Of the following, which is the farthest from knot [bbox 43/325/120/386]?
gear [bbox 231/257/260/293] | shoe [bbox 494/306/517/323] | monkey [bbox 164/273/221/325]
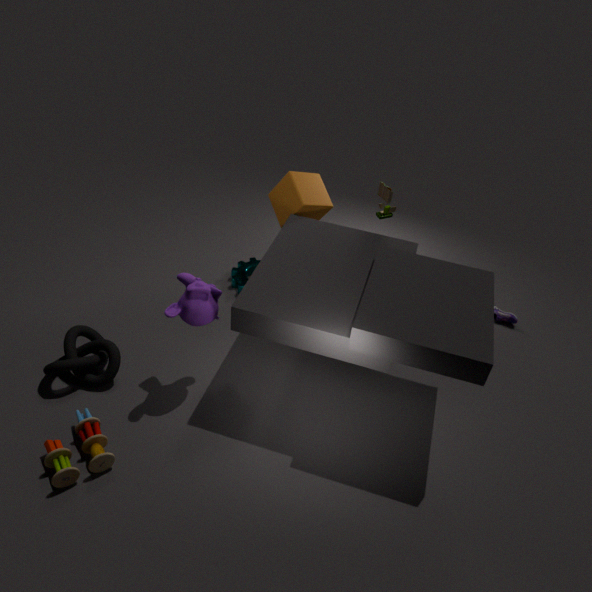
shoe [bbox 494/306/517/323]
